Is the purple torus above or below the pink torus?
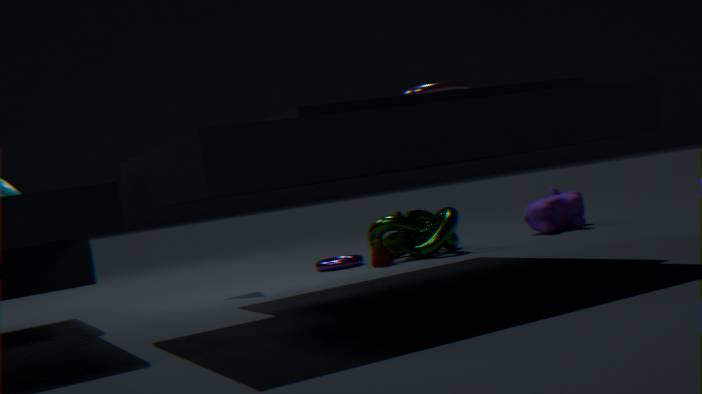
below
